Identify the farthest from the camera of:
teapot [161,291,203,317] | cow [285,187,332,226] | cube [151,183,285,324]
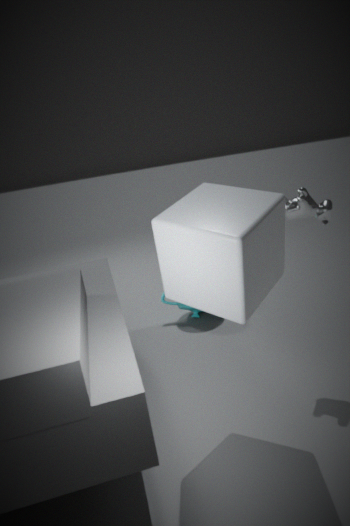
teapot [161,291,203,317]
